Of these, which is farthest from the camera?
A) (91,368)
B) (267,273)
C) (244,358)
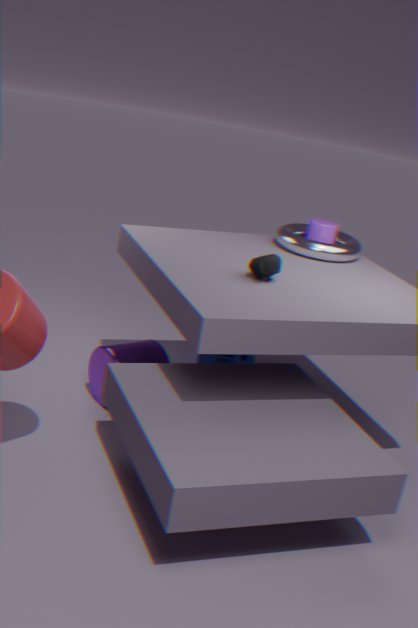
(244,358)
